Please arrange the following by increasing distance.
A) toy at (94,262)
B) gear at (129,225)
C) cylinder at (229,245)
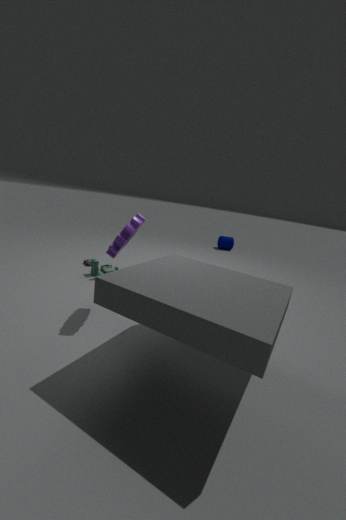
gear at (129,225) → toy at (94,262) → cylinder at (229,245)
